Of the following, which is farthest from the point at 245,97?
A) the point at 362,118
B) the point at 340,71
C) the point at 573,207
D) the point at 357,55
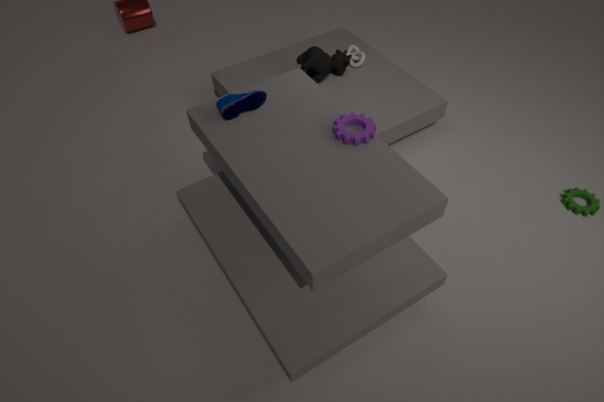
the point at 573,207
